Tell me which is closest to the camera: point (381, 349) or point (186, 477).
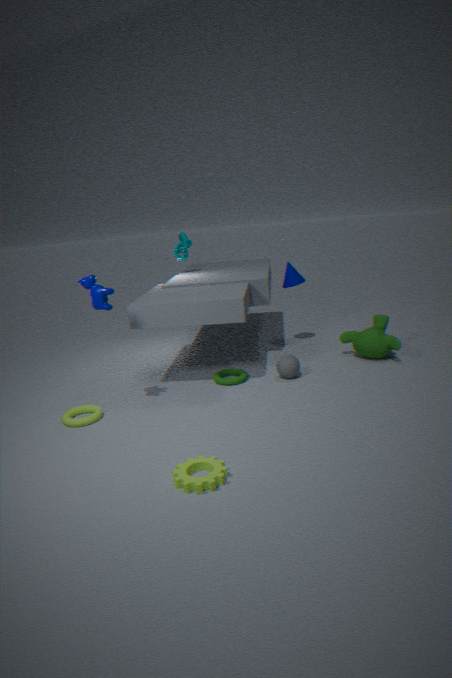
point (186, 477)
